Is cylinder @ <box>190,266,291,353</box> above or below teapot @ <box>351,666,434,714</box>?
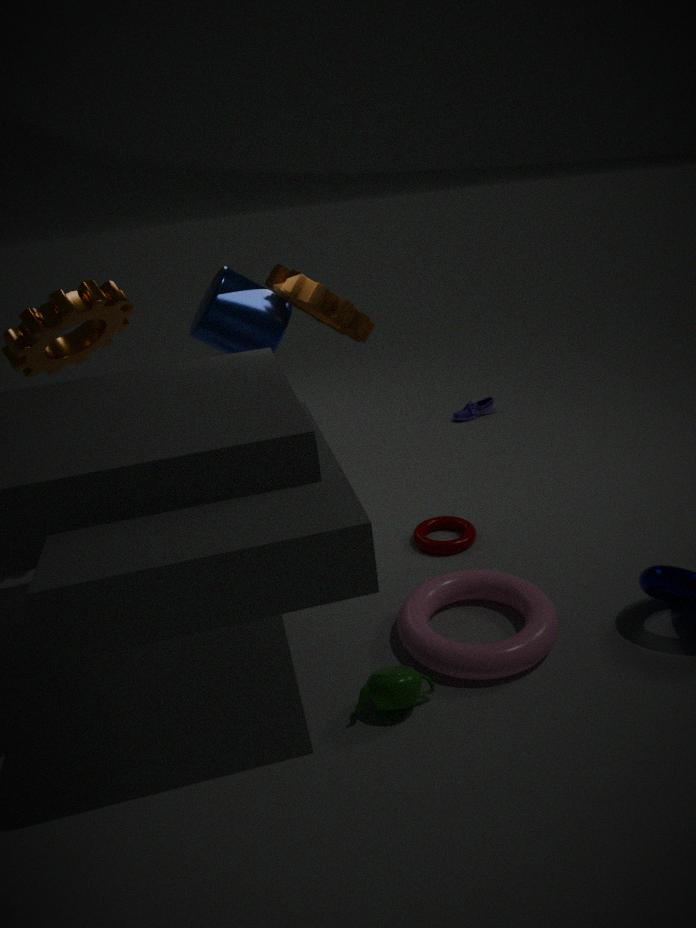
above
